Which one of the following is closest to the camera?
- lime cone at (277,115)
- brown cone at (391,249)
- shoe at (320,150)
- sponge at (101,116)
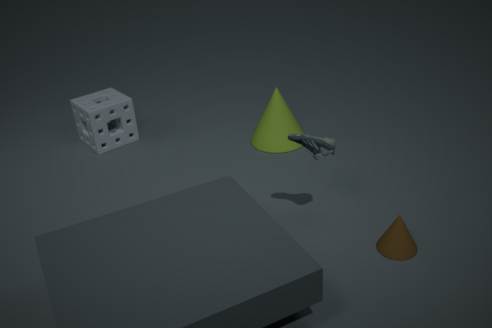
brown cone at (391,249)
